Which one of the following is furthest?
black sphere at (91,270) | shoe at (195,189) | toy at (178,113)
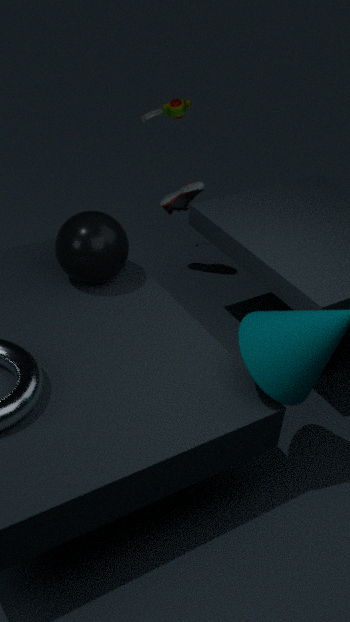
toy at (178,113)
